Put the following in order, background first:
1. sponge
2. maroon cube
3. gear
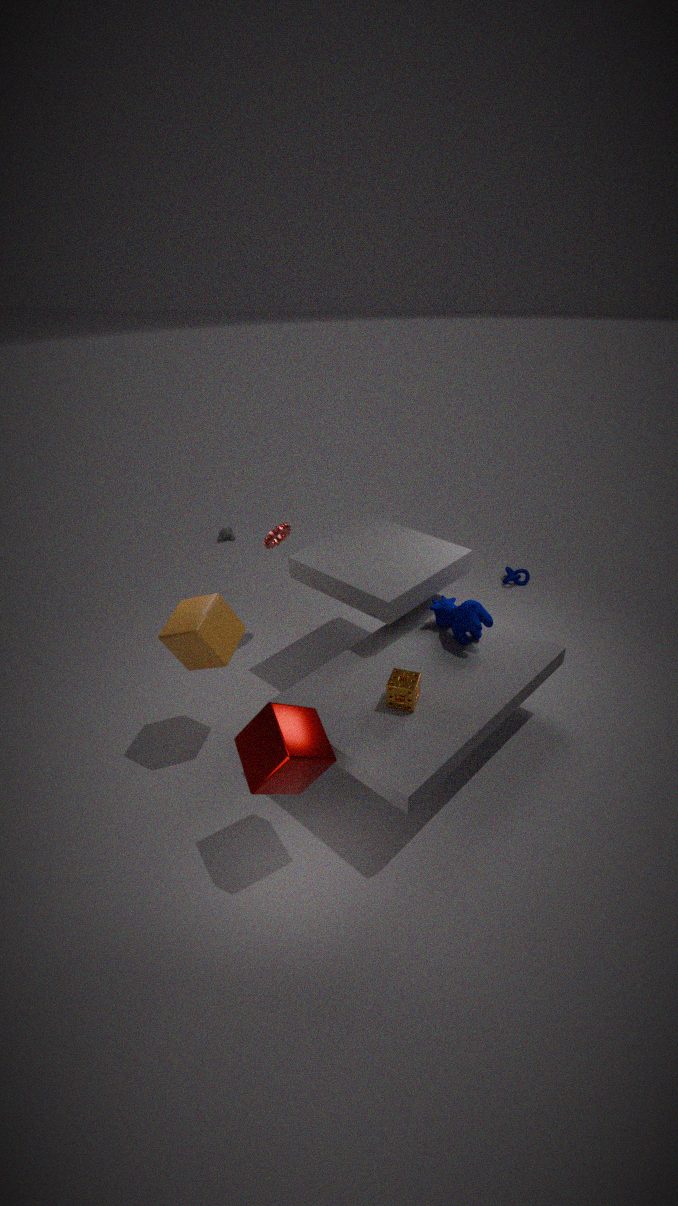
gear, sponge, maroon cube
